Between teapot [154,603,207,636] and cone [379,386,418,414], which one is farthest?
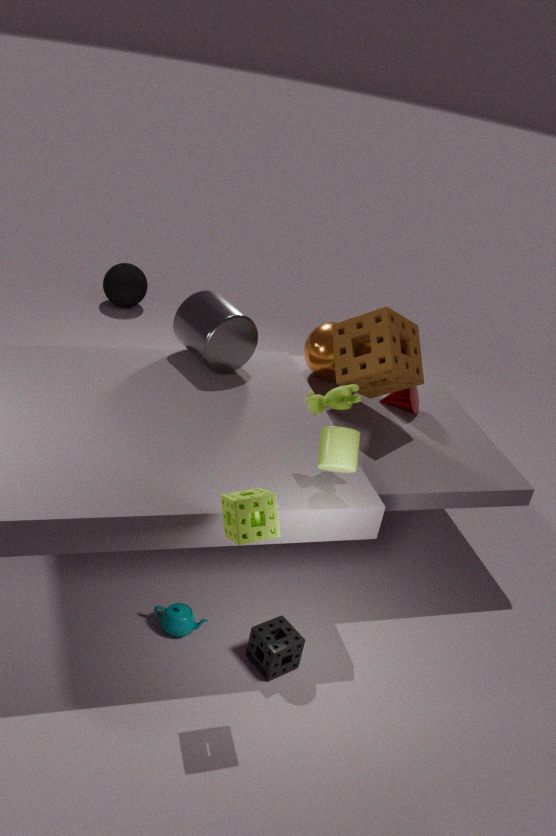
cone [379,386,418,414]
